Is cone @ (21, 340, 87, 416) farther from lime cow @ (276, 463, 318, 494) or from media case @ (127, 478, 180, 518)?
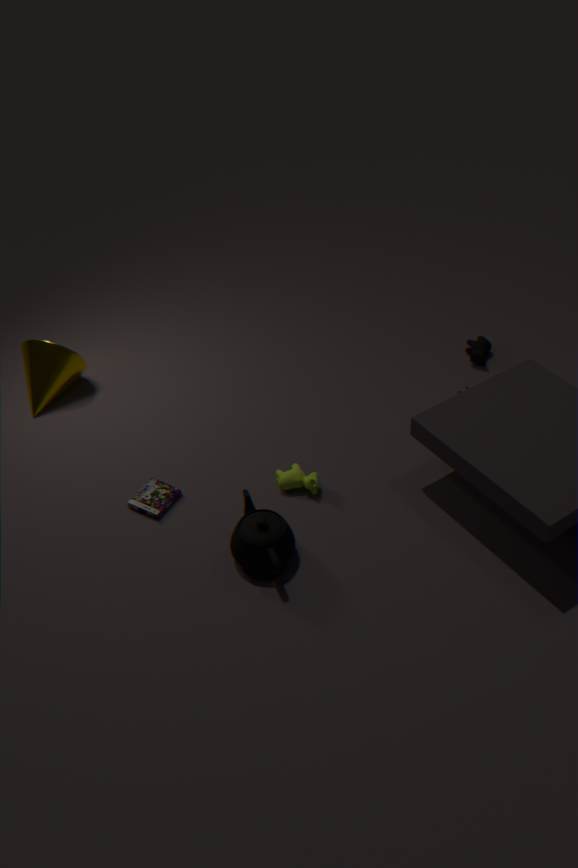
lime cow @ (276, 463, 318, 494)
